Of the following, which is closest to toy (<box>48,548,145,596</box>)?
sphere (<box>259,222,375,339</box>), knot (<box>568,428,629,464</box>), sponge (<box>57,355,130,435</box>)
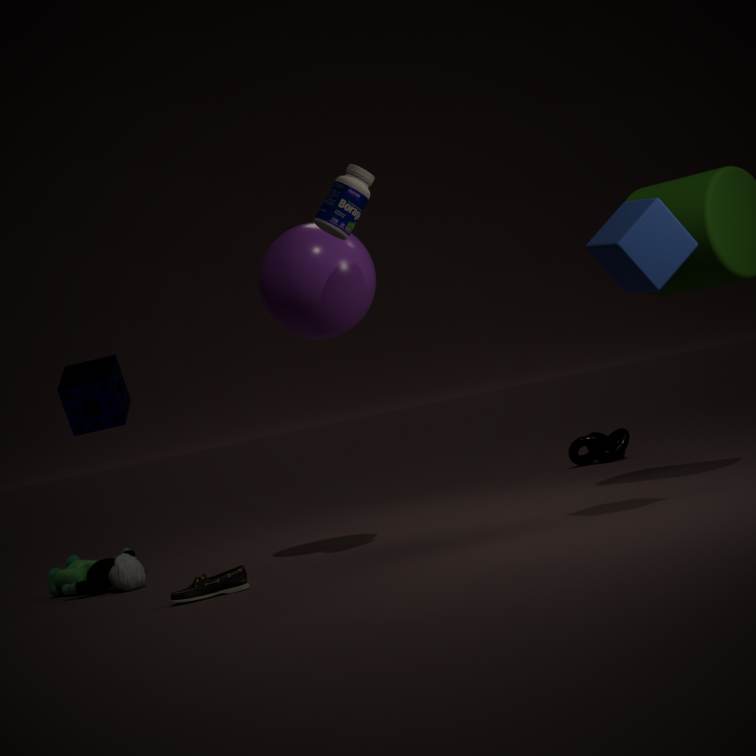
sponge (<box>57,355,130,435</box>)
